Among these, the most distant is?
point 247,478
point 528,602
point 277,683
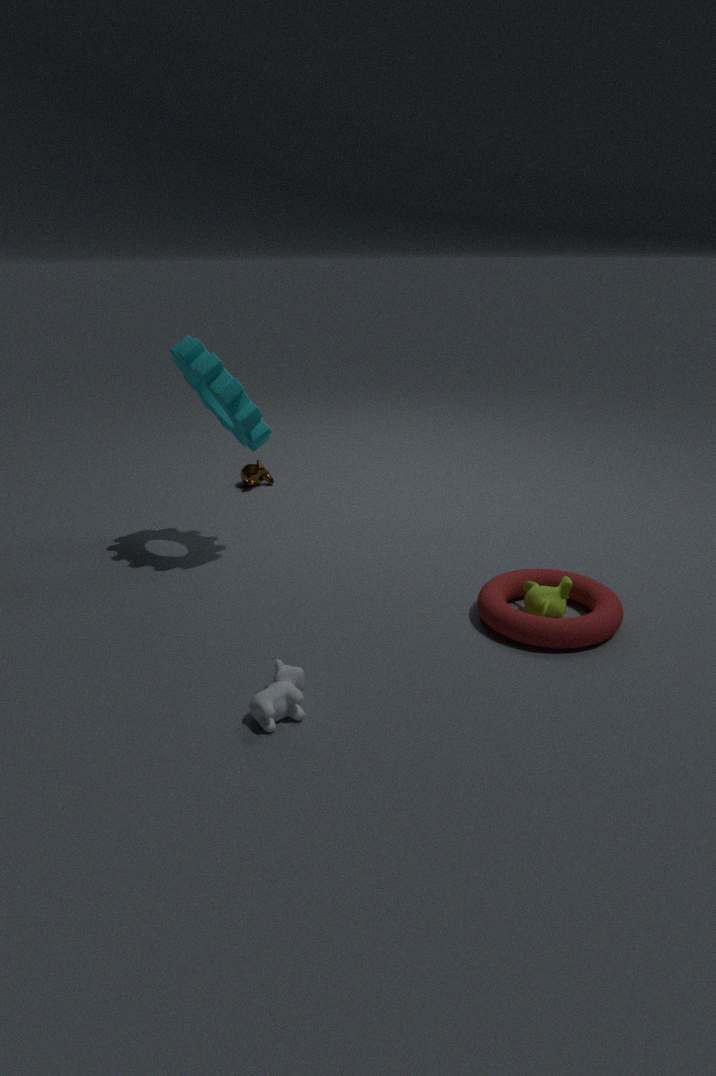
point 247,478
